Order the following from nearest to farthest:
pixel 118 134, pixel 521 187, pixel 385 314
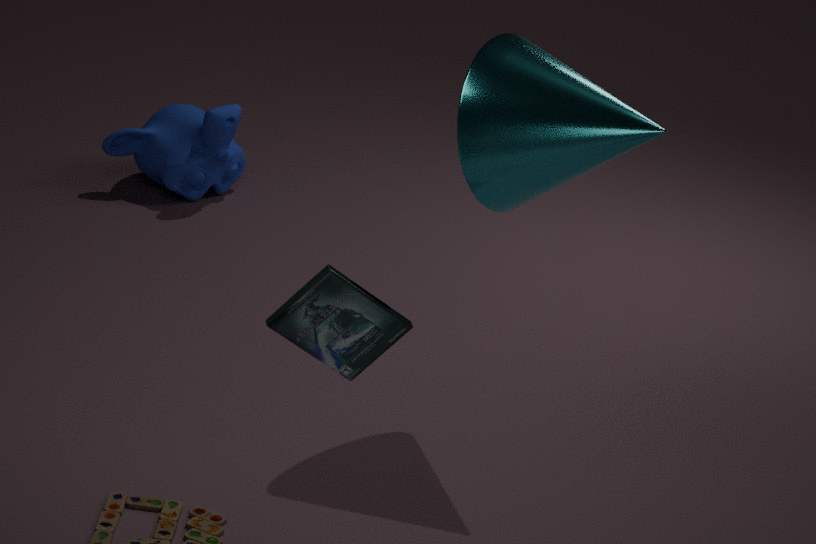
1. pixel 385 314
2. pixel 521 187
3. pixel 118 134
